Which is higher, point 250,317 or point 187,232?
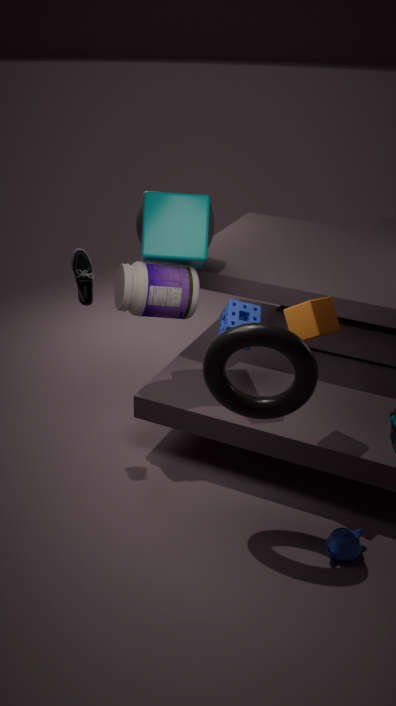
point 187,232
